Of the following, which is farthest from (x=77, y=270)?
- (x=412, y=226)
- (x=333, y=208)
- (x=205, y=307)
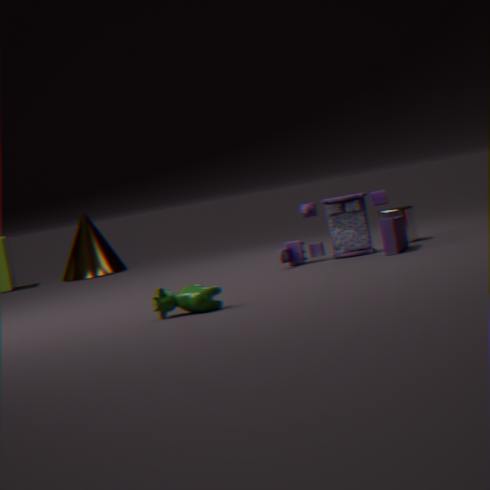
(x=205, y=307)
